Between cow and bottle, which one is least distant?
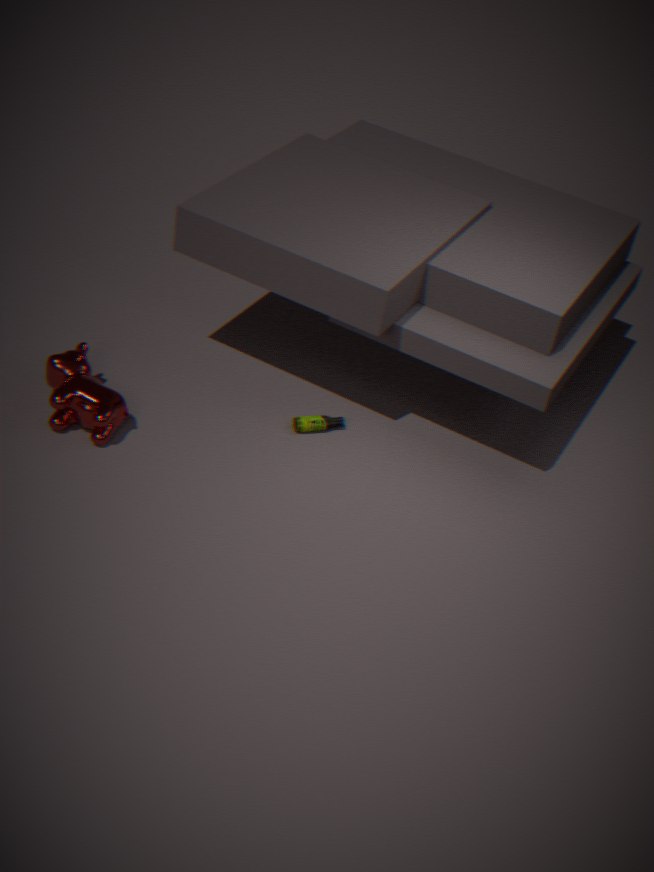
cow
